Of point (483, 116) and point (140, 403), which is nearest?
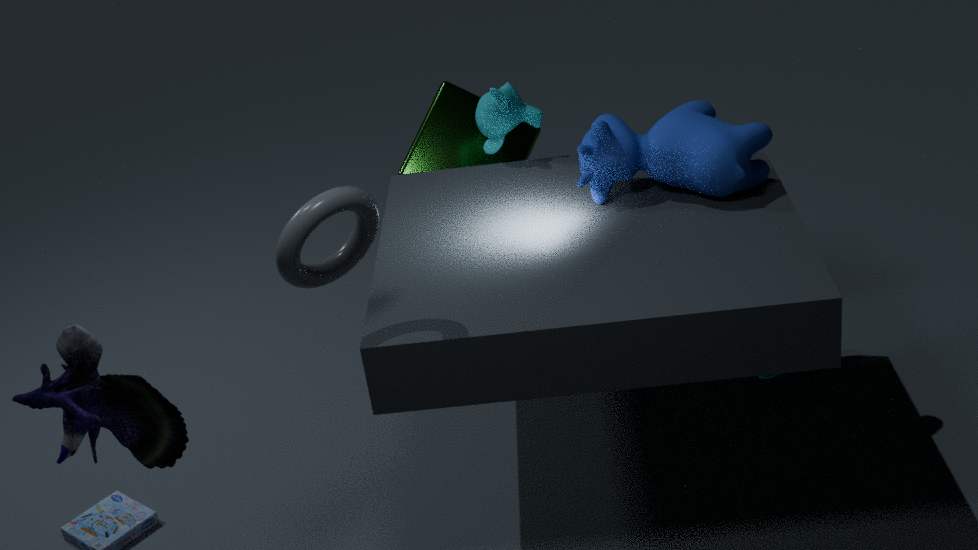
point (140, 403)
